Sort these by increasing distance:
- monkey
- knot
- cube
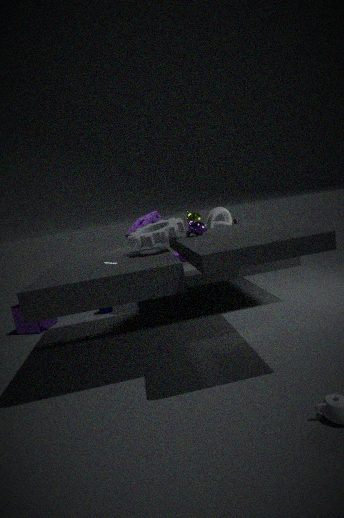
monkey, knot, cube
